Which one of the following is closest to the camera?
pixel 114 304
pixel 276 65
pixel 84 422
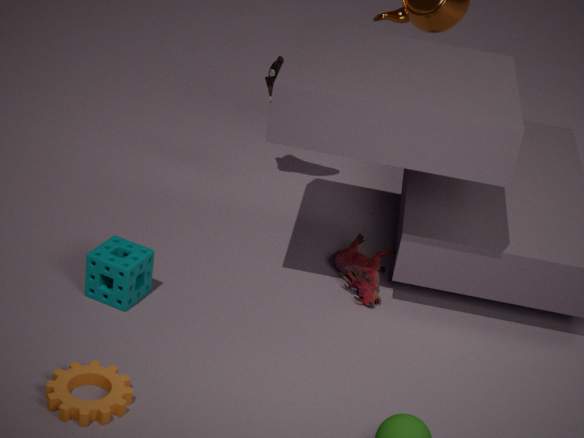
pixel 84 422
